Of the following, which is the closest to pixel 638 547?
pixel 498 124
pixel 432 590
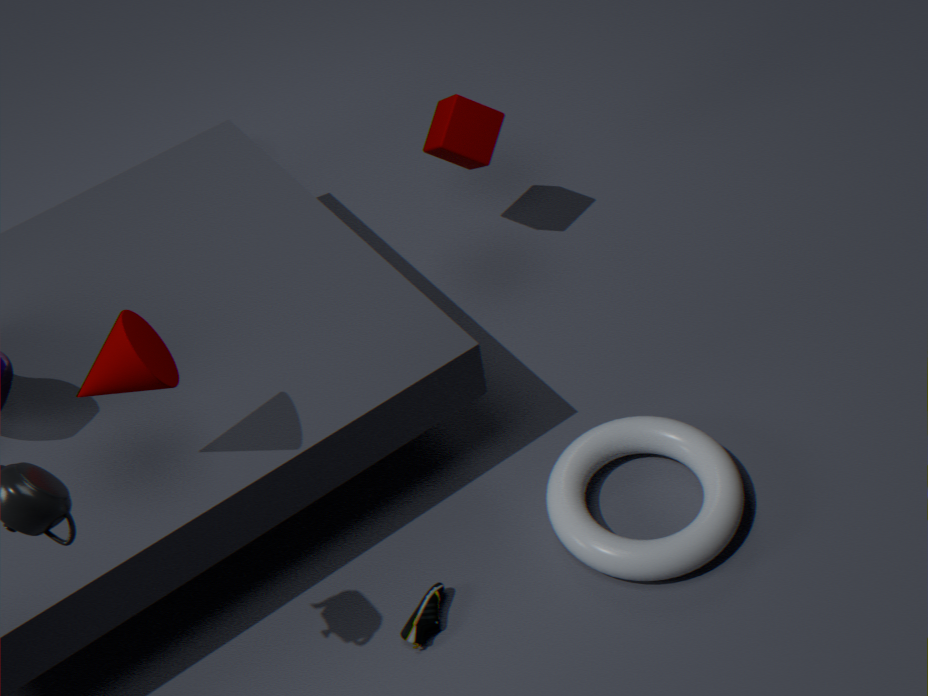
pixel 432 590
